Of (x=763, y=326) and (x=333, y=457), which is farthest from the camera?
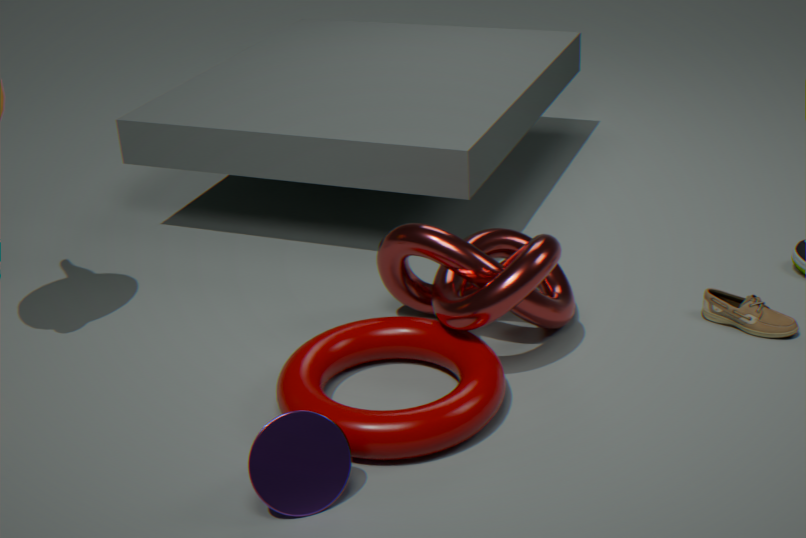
(x=763, y=326)
